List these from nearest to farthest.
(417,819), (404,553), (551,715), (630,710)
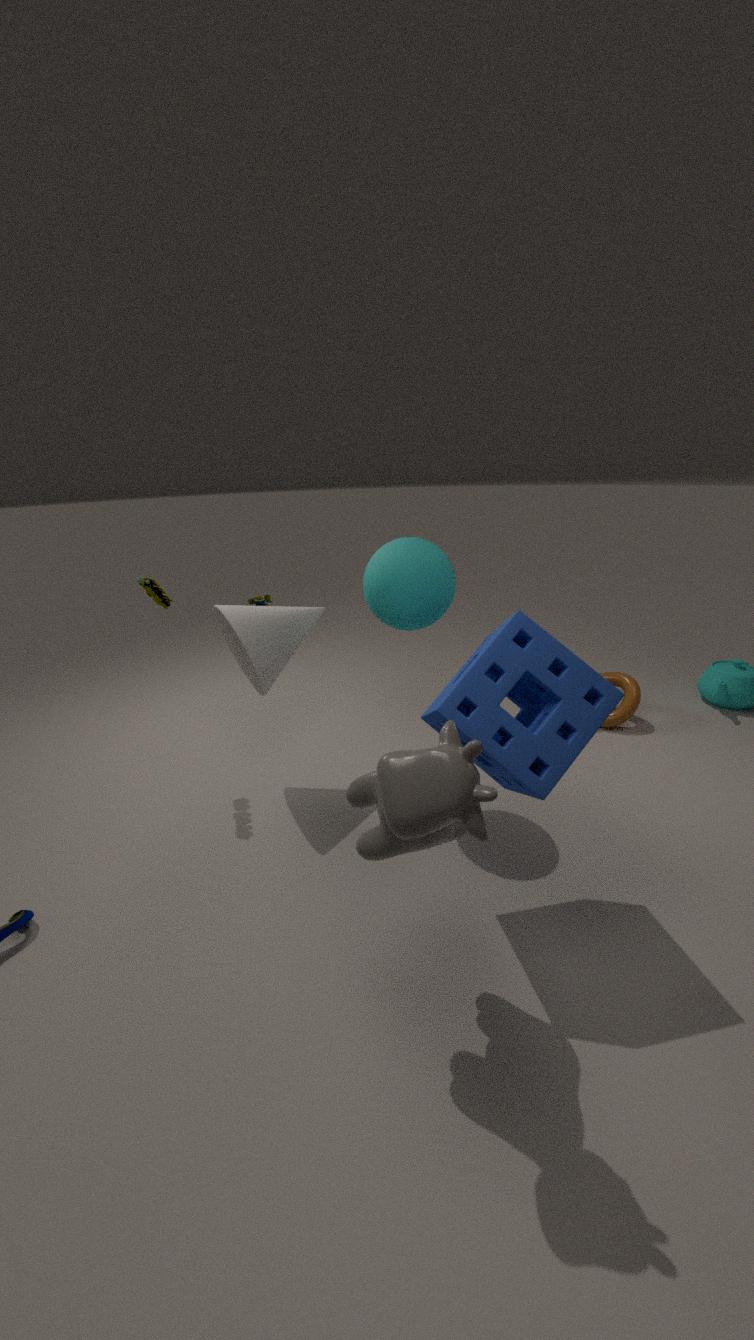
(417,819) → (551,715) → (404,553) → (630,710)
